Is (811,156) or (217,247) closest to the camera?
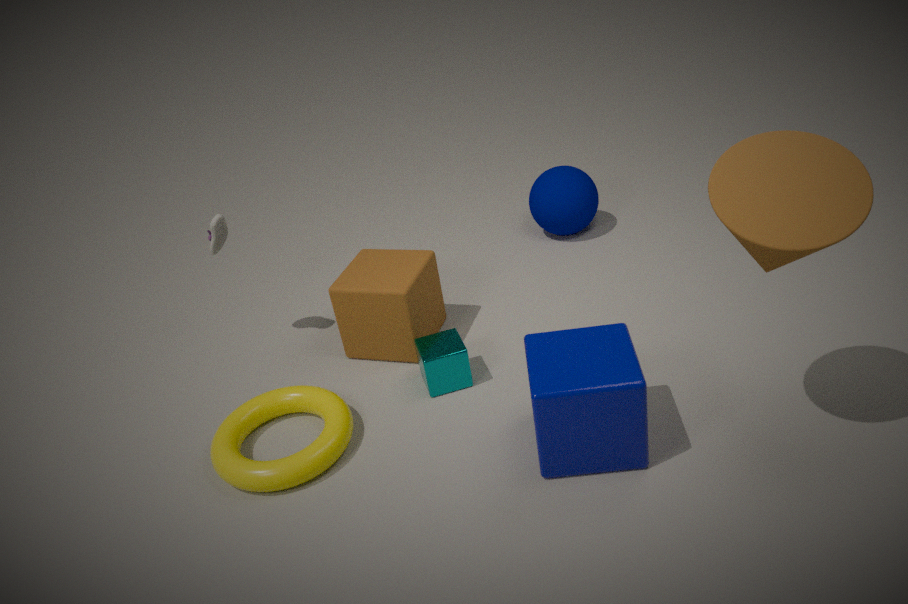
(811,156)
